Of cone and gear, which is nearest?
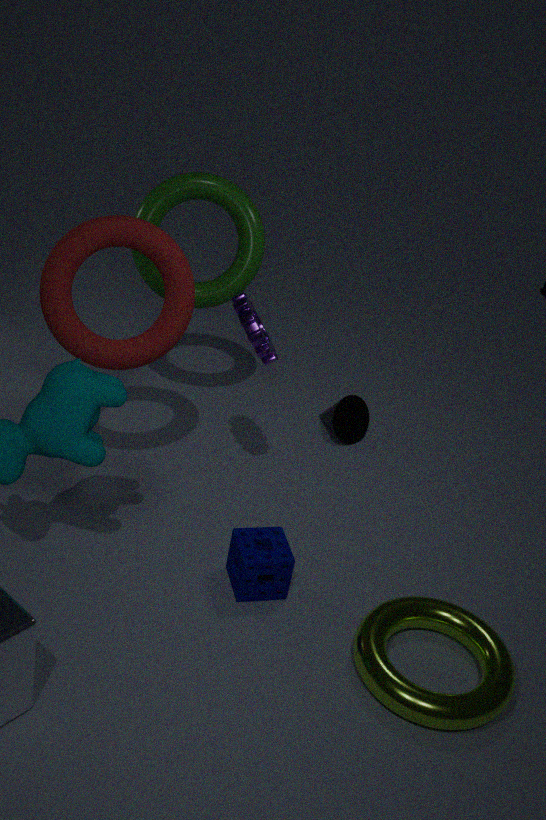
gear
